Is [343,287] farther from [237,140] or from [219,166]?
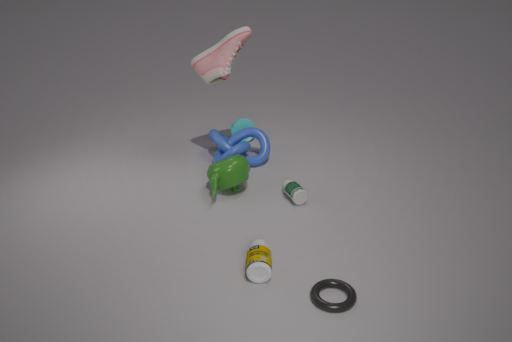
[237,140]
